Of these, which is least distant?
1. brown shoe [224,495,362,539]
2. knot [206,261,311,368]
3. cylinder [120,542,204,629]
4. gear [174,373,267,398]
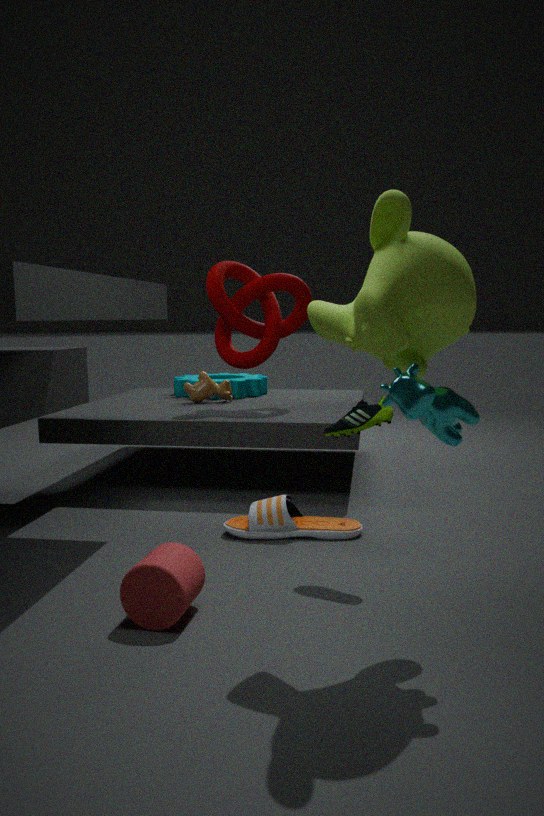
cylinder [120,542,204,629]
